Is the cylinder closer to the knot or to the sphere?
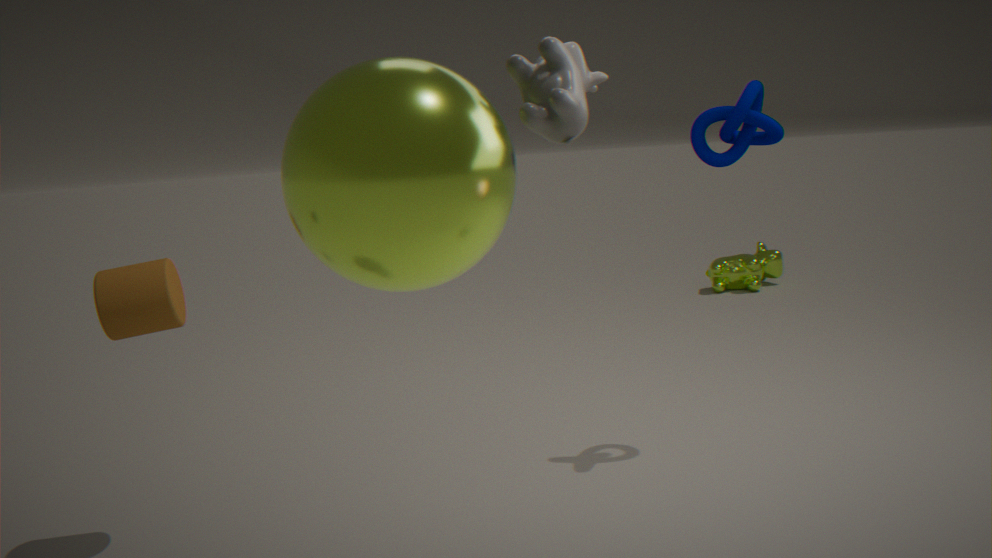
the sphere
